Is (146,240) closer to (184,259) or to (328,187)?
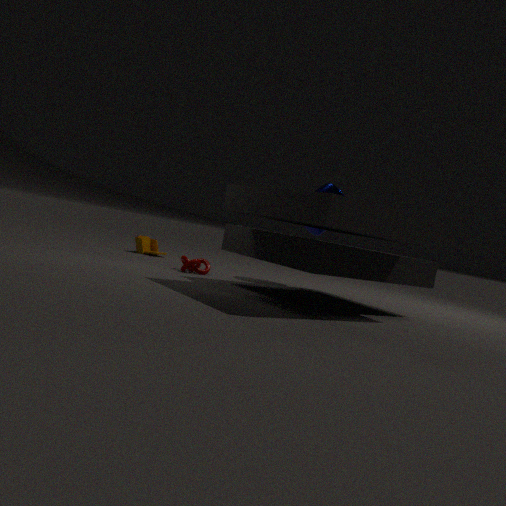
(184,259)
